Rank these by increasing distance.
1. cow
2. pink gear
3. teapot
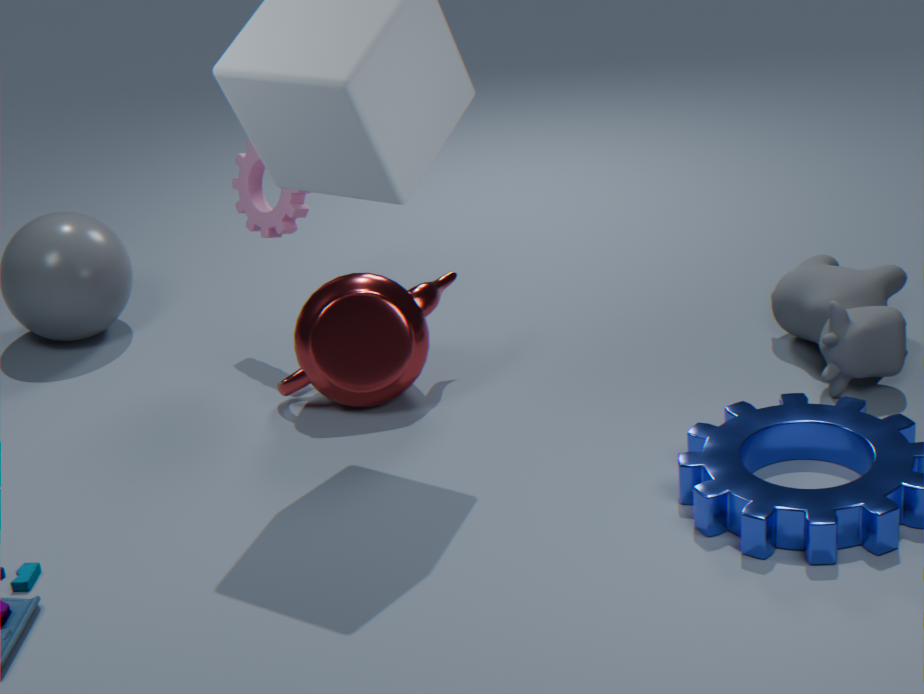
1. cow
2. teapot
3. pink gear
